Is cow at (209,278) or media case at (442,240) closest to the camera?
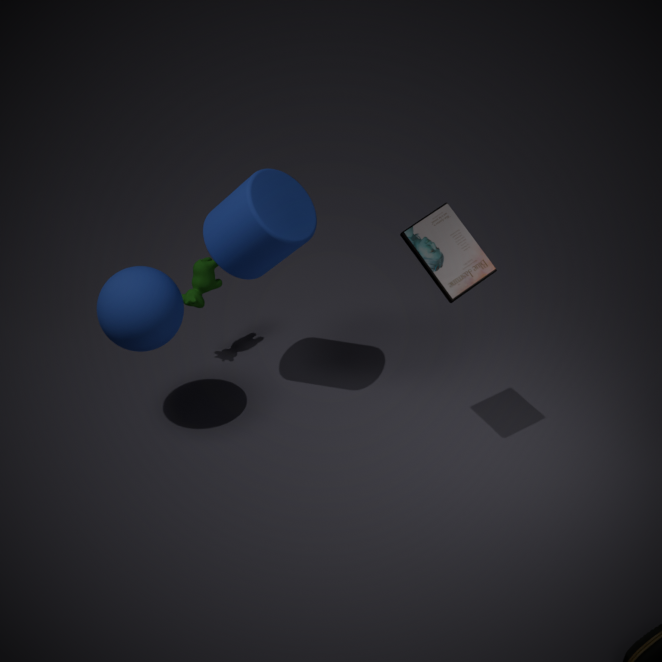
media case at (442,240)
